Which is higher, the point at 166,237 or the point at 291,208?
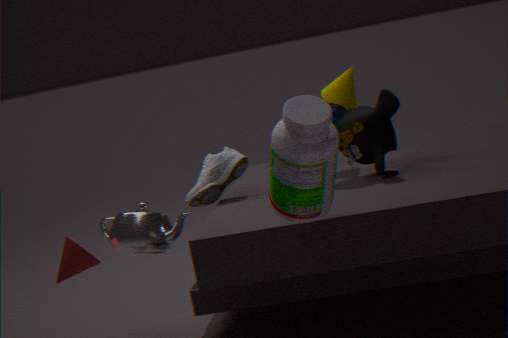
the point at 291,208
